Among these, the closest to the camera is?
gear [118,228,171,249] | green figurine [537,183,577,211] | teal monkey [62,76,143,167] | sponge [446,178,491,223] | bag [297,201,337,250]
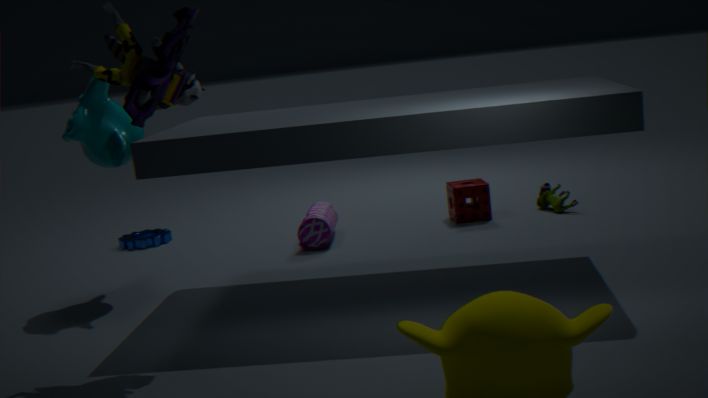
teal monkey [62,76,143,167]
